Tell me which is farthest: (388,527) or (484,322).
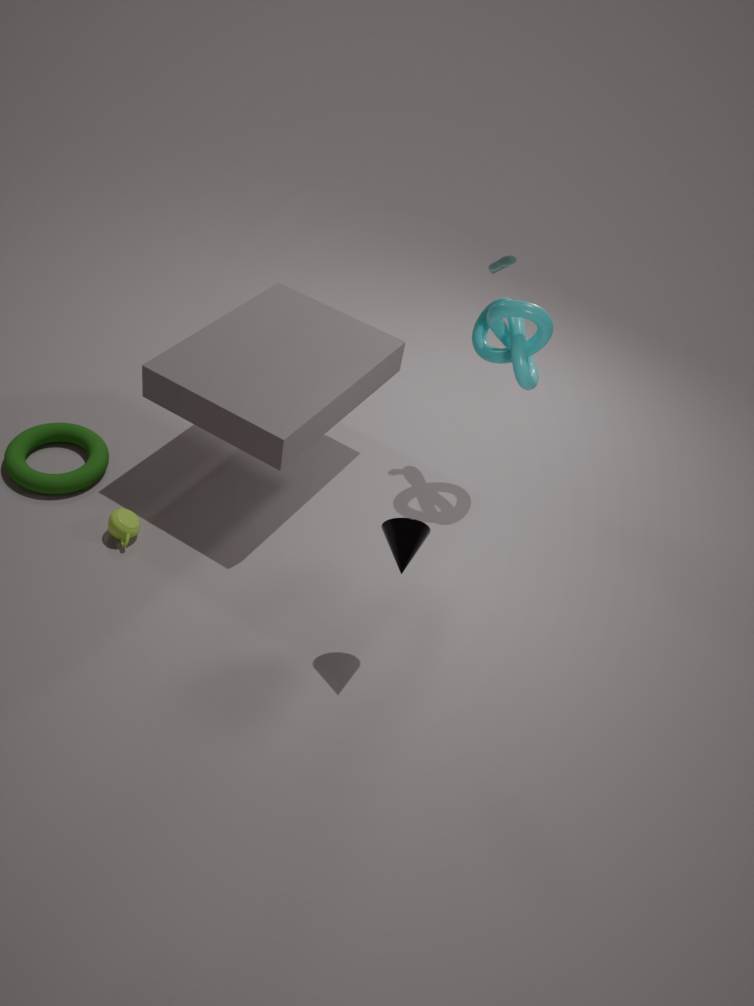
(484,322)
